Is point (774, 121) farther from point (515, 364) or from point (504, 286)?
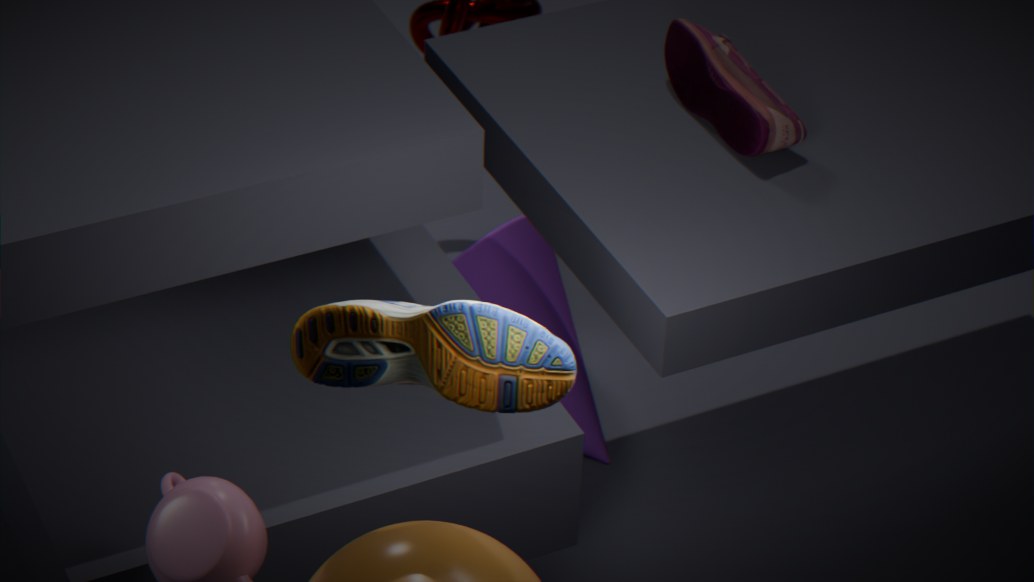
point (515, 364)
